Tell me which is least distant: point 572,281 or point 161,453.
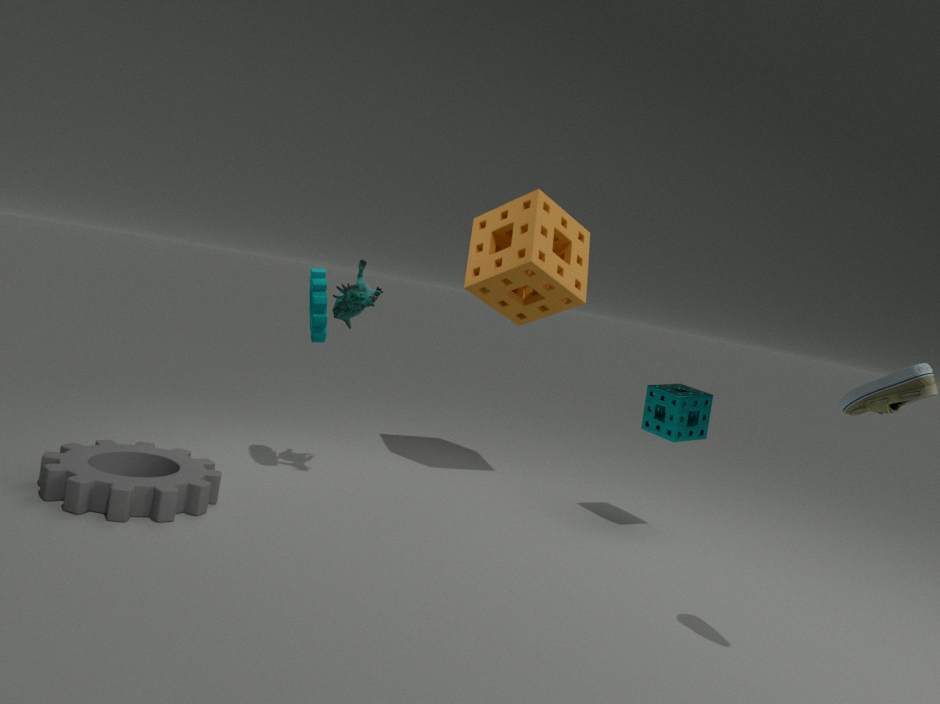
point 161,453
